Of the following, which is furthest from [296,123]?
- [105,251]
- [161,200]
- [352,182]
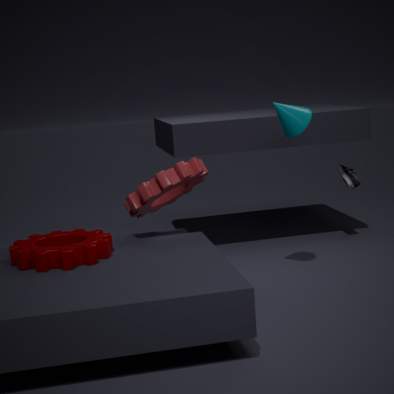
[105,251]
